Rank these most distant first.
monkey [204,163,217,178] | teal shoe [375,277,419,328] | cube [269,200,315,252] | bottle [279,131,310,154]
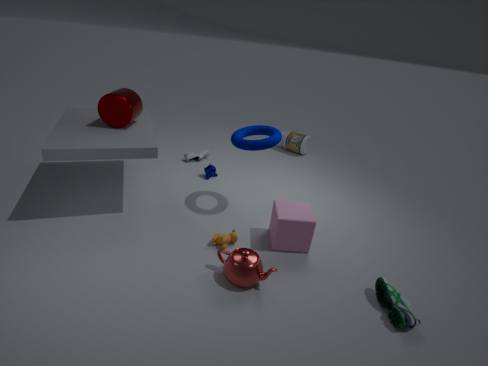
bottle [279,131,310,154] → monkey [204,163,217,178] → cube [269,200,315,252] → teal shoe [375,277,419,328]
